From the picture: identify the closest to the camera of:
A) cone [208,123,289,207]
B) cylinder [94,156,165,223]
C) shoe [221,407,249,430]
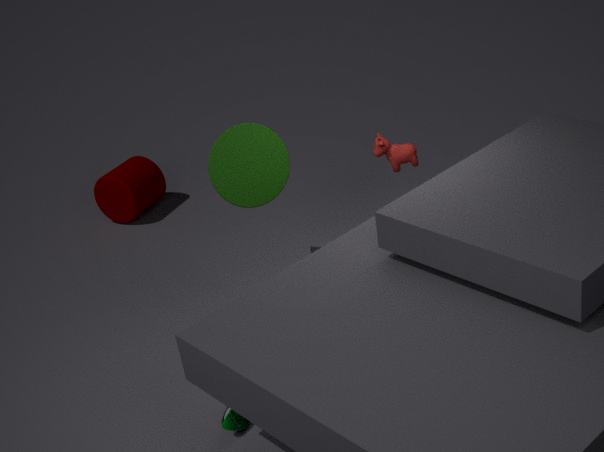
shoe [221,407,249,430]
